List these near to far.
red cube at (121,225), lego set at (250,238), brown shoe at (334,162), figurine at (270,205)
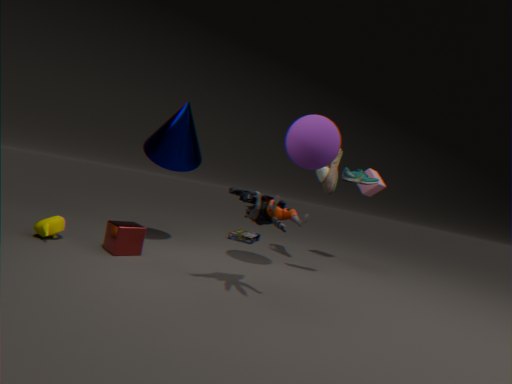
figurine at (270,205) → red cube at (121,225) → brown shoe at (334,162) → lego set at (250,238)
